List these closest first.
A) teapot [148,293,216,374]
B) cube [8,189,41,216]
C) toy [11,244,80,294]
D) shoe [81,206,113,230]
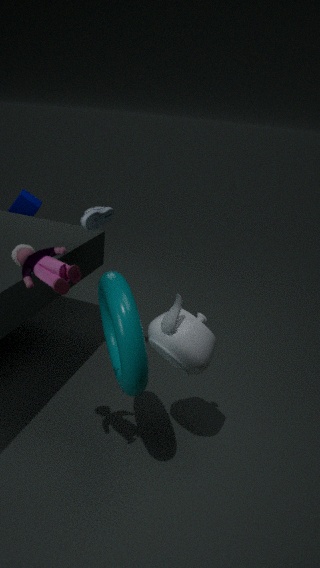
toy [11,244,80,294], teapot [148,293,216,374], shoe [81,206,113,230], cube [8,189,41,216]
